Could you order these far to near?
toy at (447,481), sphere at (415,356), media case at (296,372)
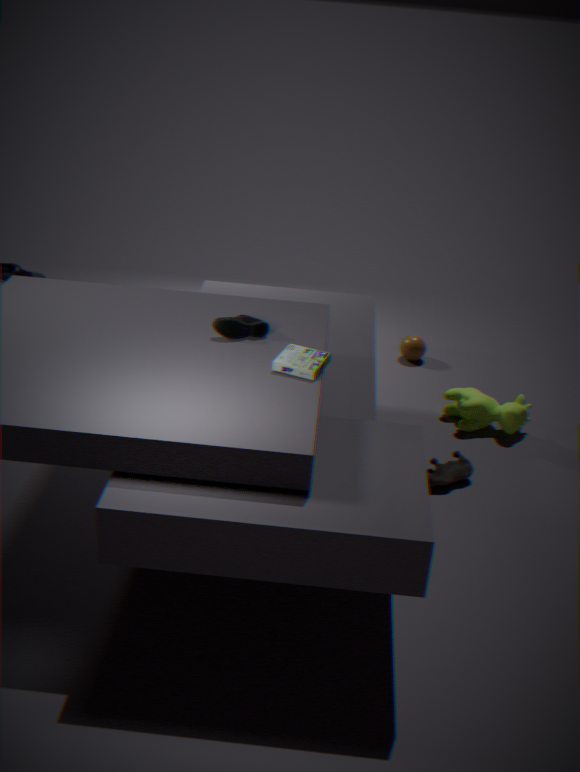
sphere at (415,356) → toy at (447,481) → media case at (296,372)
